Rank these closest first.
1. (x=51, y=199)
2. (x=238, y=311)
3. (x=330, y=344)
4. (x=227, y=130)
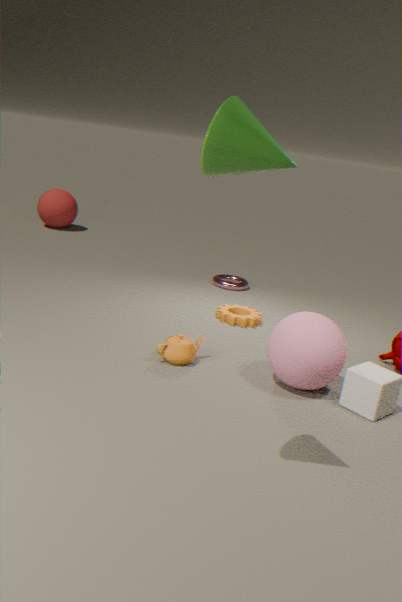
1. (x=227, y=130)
2. (x=330, y=344)
3. (x=238, y=311)
4. (x=51, y=199)
